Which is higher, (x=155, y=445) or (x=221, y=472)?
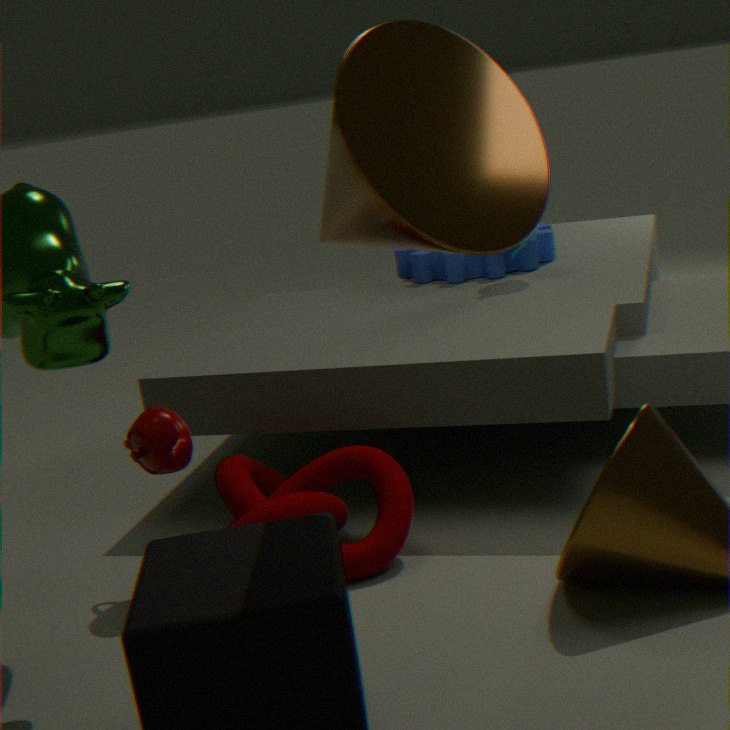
(x=155, y=445)
